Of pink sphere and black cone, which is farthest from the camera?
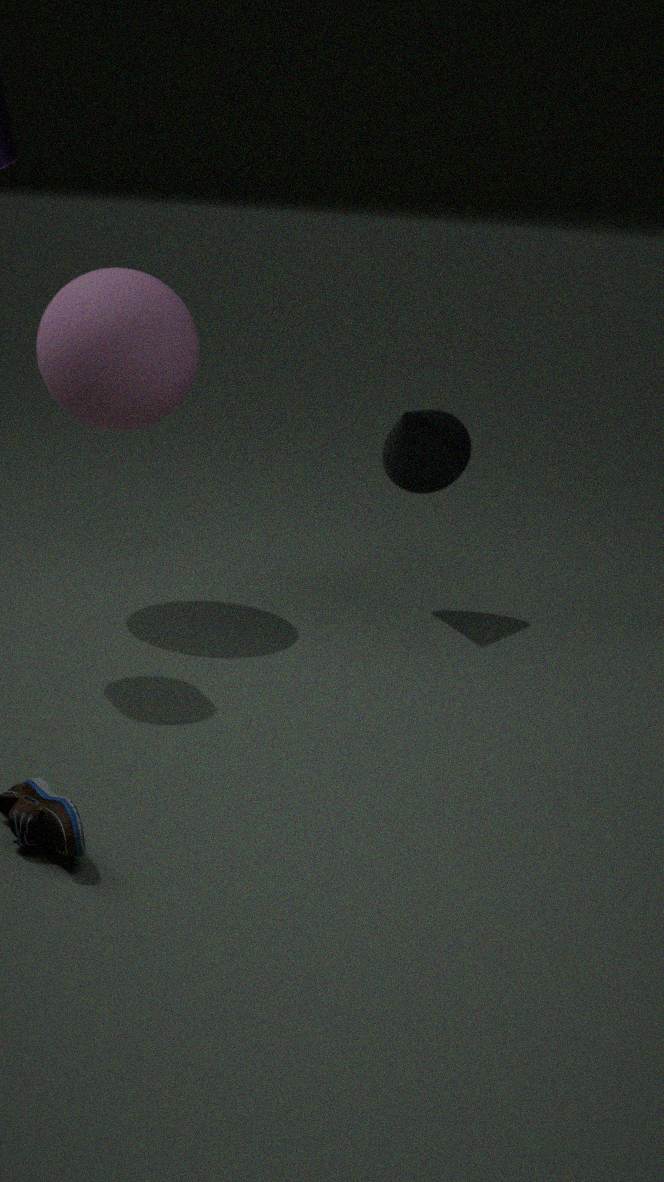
black cone
